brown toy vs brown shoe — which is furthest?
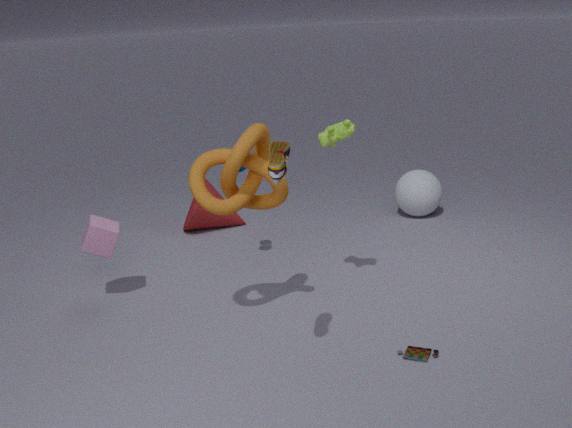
brown toy
